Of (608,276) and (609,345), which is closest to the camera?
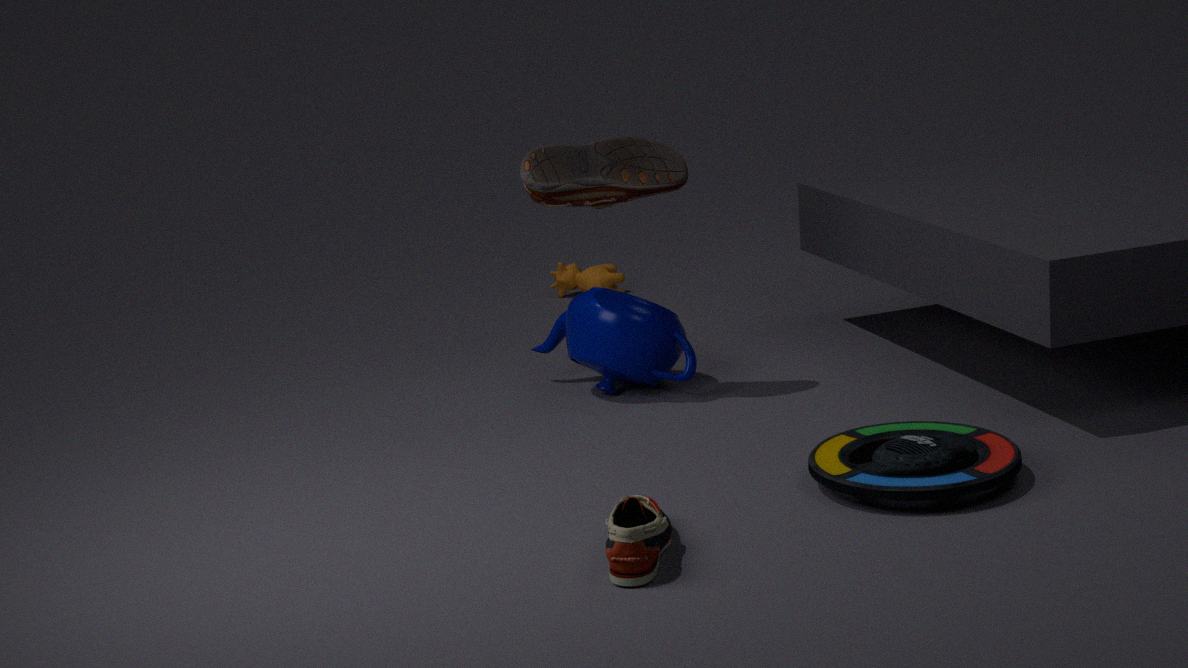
(609,345)
